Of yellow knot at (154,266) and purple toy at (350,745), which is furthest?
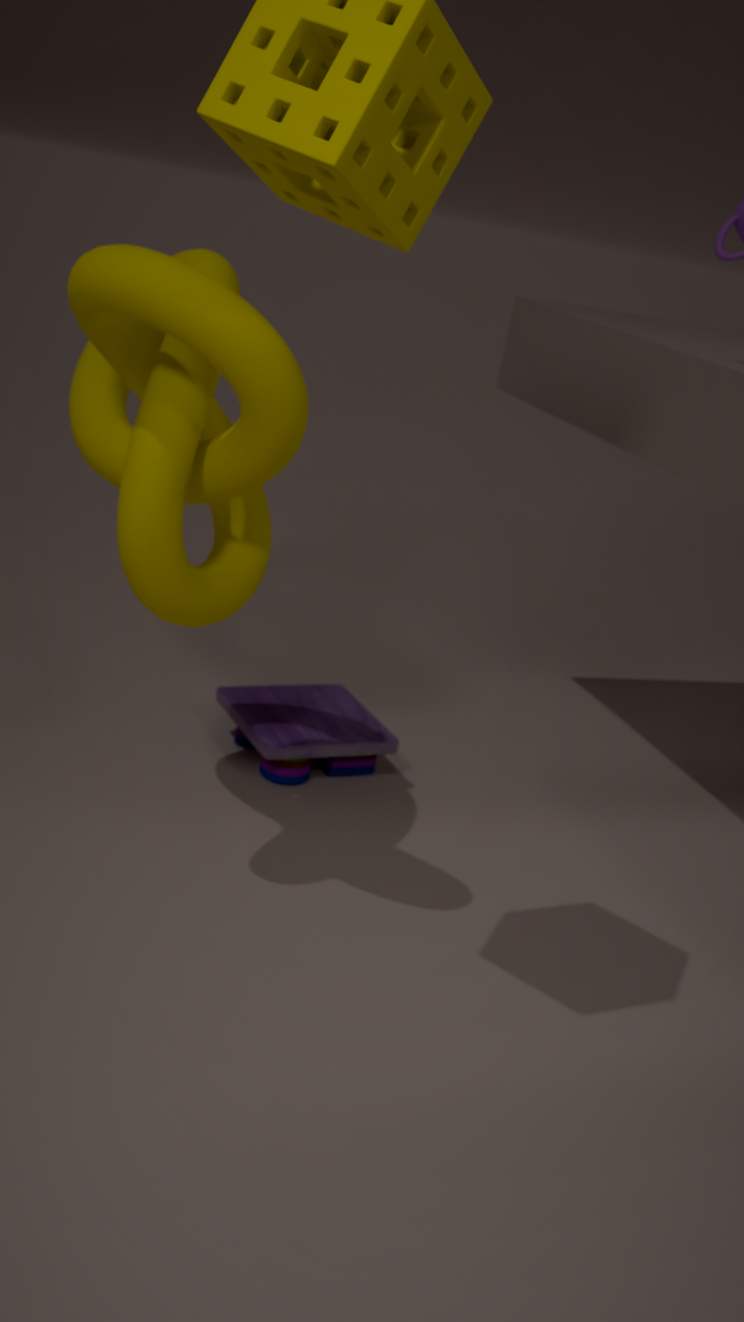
purple toy at (350,745)
